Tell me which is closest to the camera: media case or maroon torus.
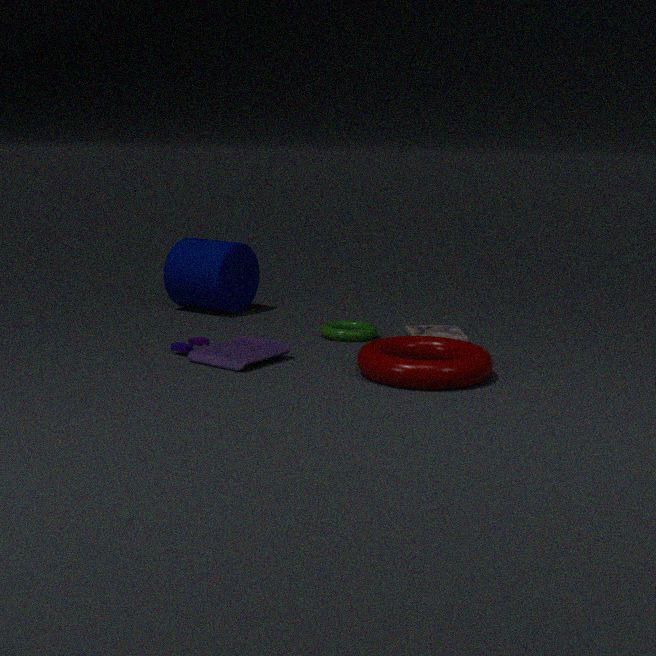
maroon torus
